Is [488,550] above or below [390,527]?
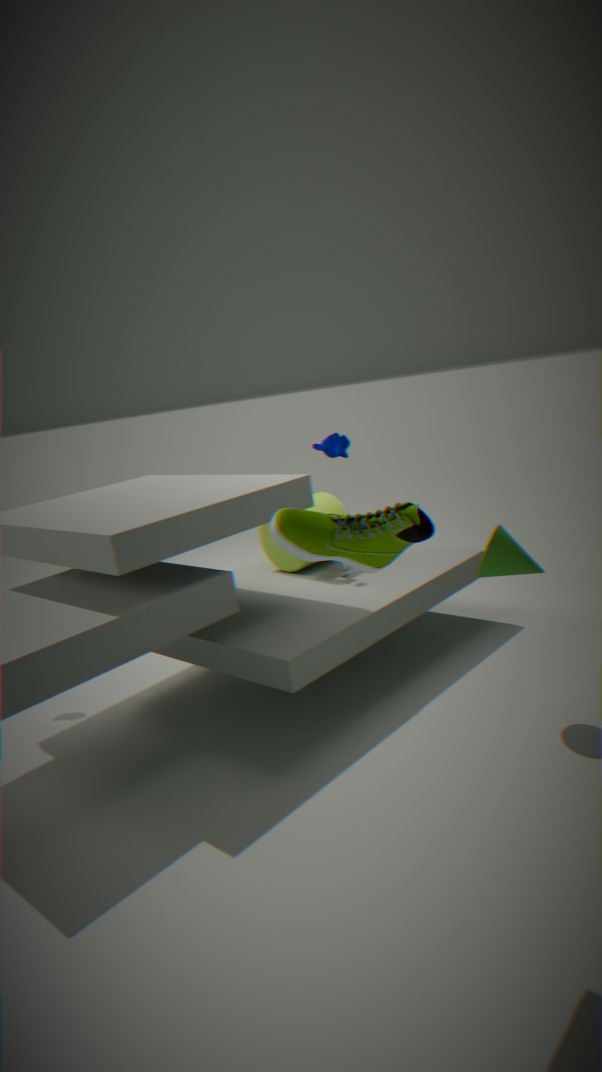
below
